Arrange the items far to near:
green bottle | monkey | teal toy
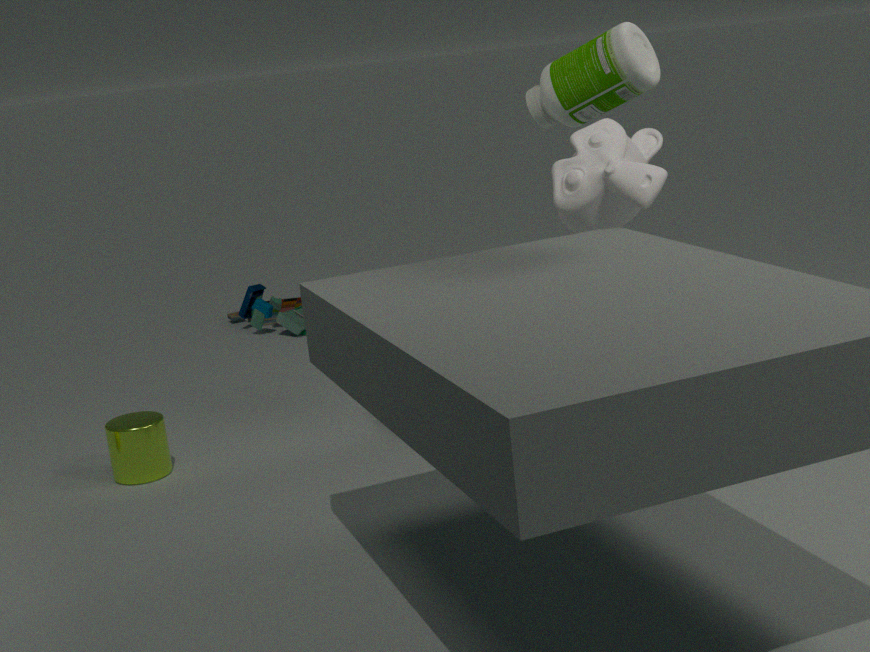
teal toy, monkey, green bottle
